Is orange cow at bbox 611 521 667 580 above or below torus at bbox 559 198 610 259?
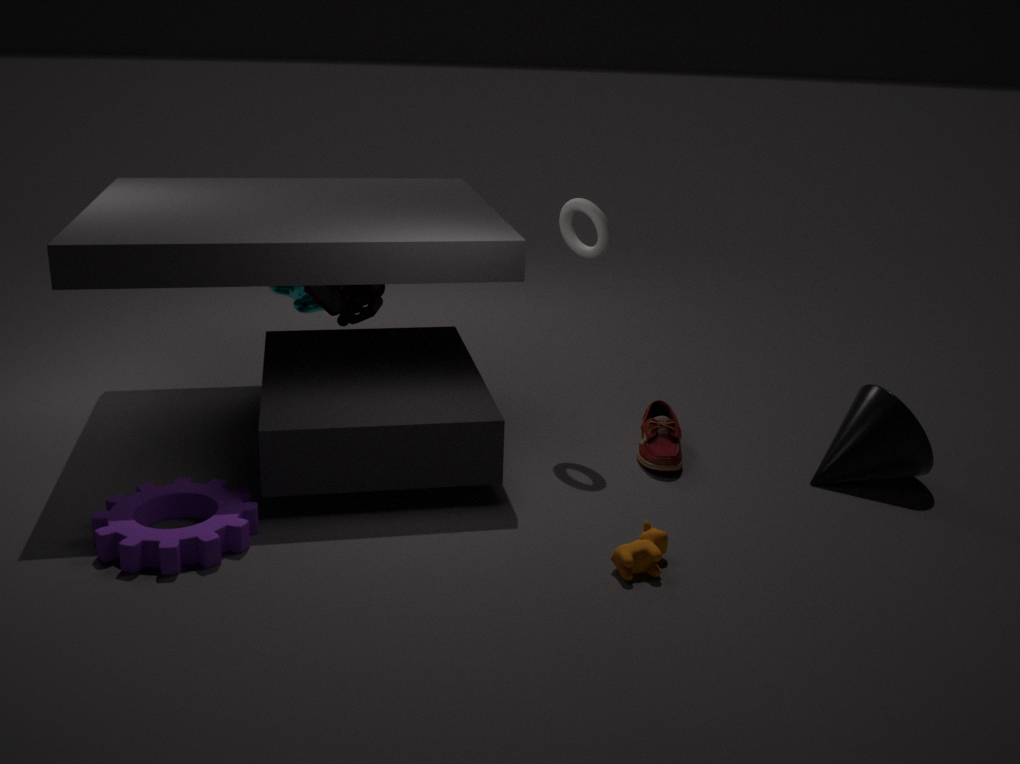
below
